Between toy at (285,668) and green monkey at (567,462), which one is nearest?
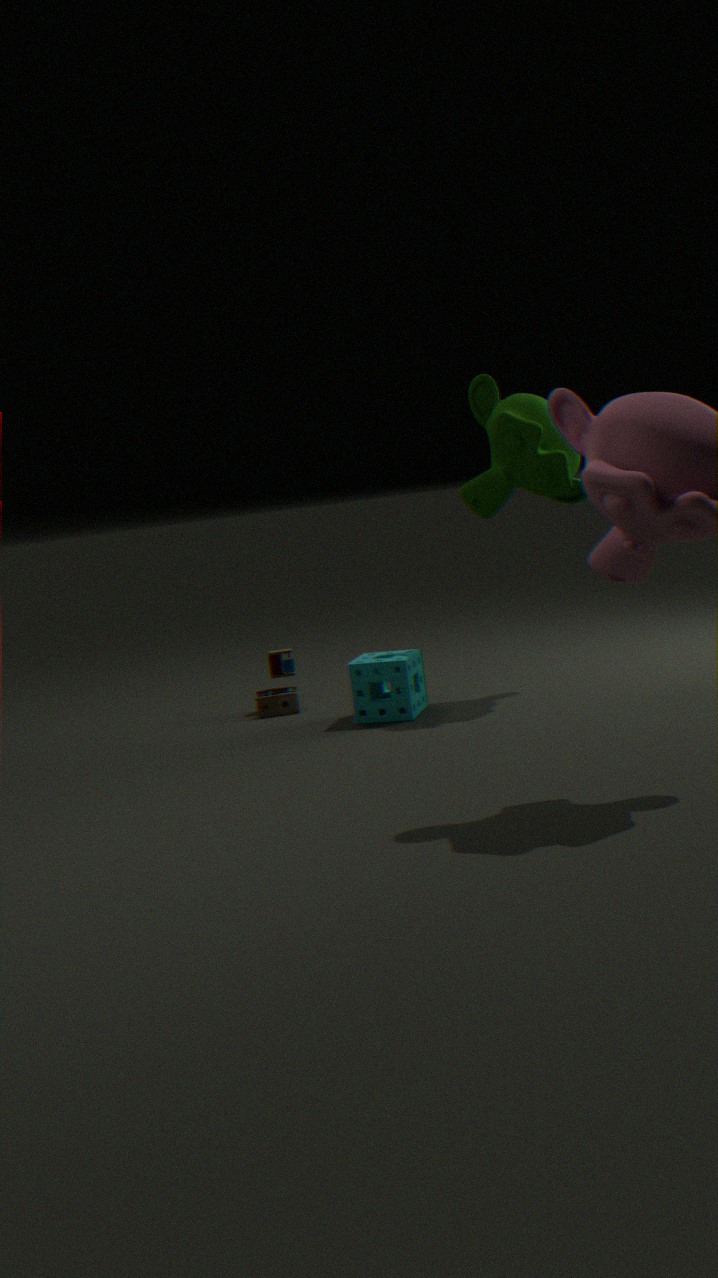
green monkey at (567,462)
